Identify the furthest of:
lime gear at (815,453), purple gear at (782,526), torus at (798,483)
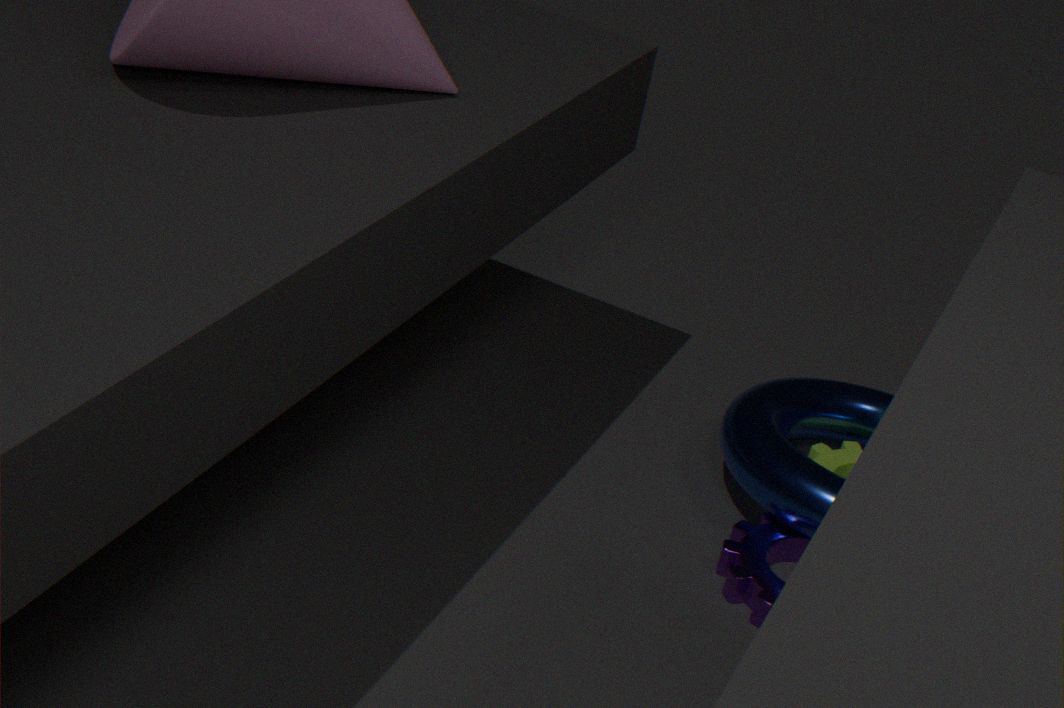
lime gear at (815,453)
